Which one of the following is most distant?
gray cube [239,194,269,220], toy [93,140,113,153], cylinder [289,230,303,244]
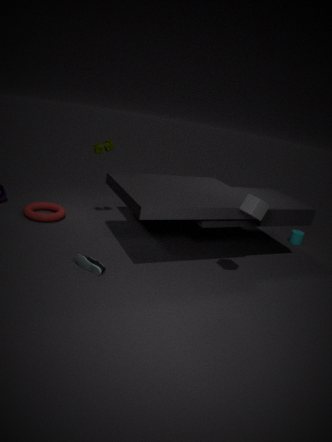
cylinder [289,230,303,244]
